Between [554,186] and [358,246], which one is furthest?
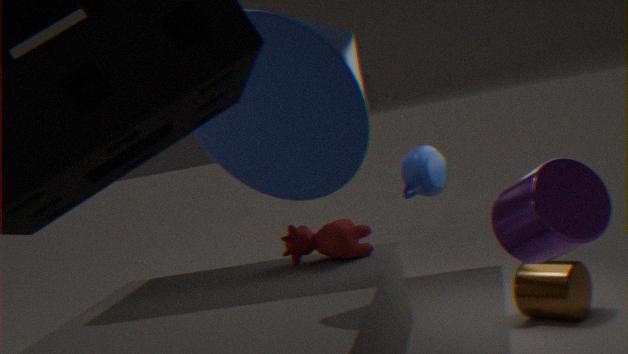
[358,246]
